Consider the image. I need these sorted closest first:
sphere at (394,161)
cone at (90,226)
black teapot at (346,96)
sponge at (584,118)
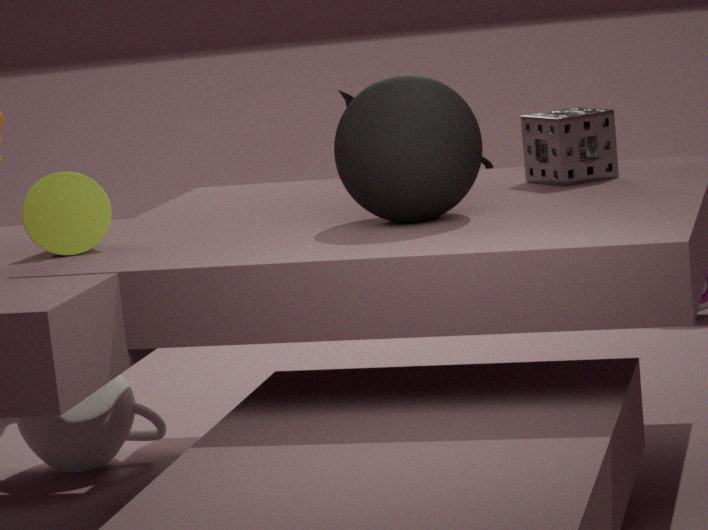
sphere at (394,161)
cone at (90,226)
sponge at (584,118)
black teapot at (346,96)
